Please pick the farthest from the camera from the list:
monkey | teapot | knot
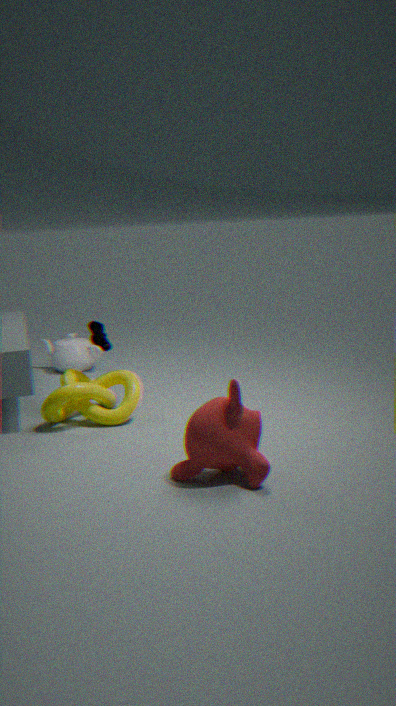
teapot
